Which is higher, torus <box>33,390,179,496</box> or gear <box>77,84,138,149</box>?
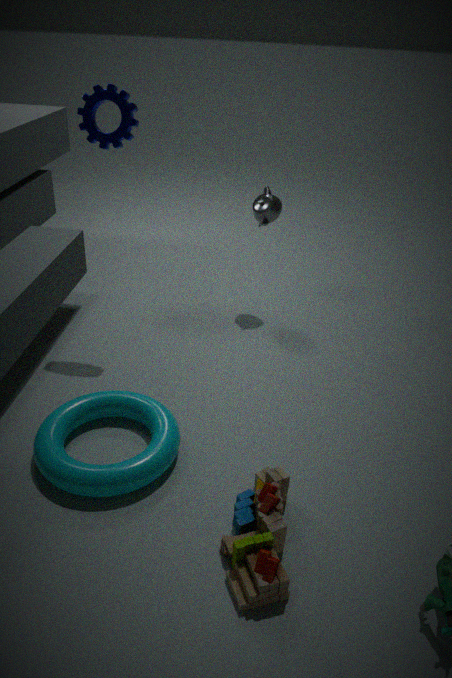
gear <box>77,84,138,149</box>
